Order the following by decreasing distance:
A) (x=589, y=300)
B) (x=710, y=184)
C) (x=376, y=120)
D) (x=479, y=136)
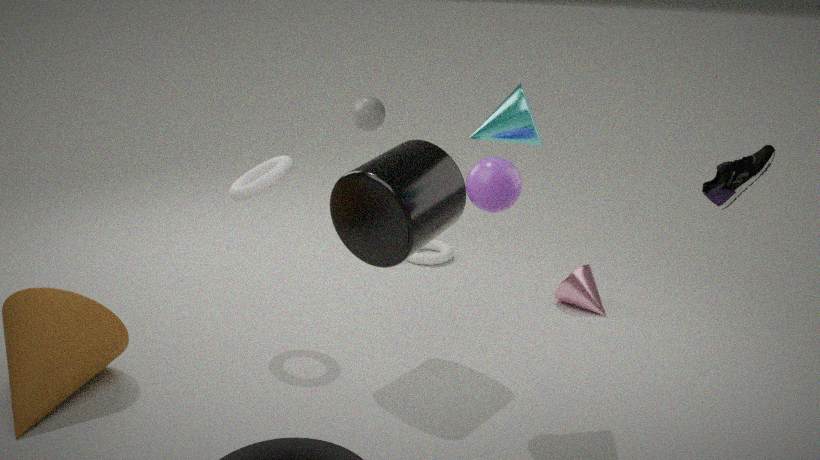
1. (x=376, y=120)
2. (x=589, y=300)
3. (x=479, y=136)
4. (x=710, y=184)
